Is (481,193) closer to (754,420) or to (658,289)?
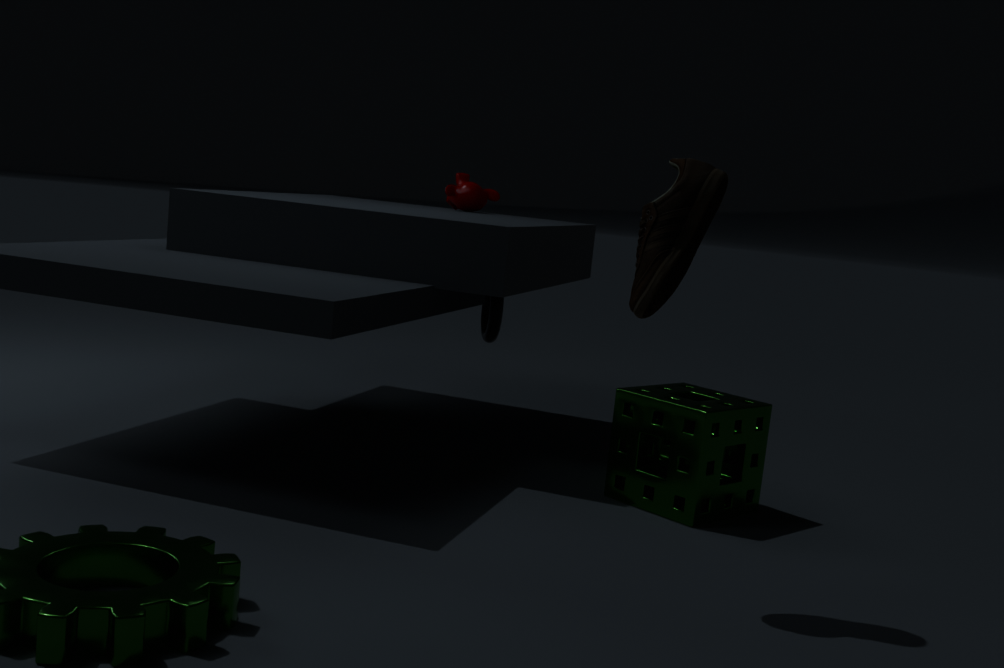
(754,420)
